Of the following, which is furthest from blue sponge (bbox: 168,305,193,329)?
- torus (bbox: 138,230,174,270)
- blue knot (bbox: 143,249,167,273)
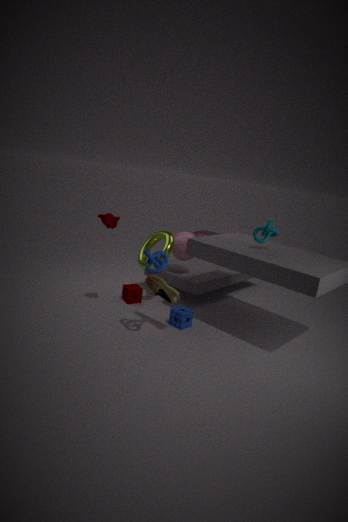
blue knot (bbox: 143,249,167,273)
